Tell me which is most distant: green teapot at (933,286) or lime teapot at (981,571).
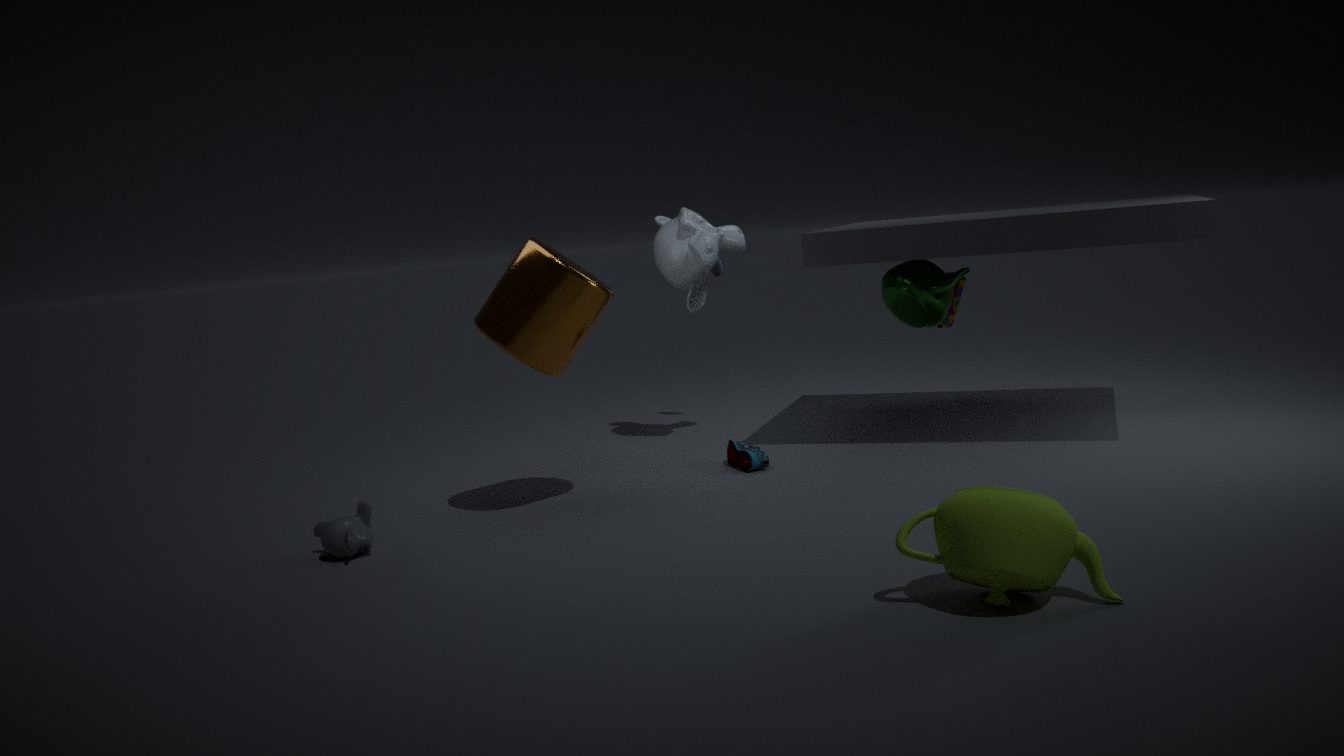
green teapot at (933,286)
